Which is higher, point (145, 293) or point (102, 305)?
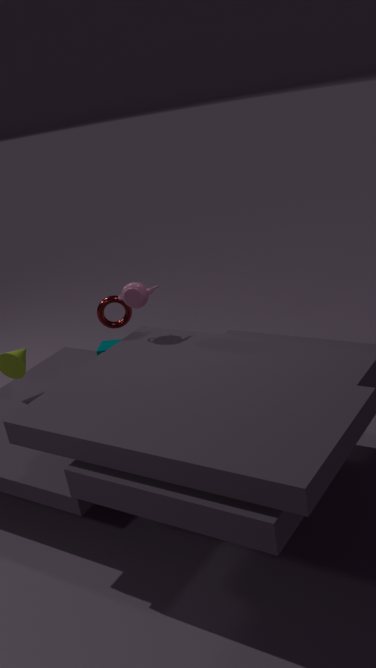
point (145, 293)
